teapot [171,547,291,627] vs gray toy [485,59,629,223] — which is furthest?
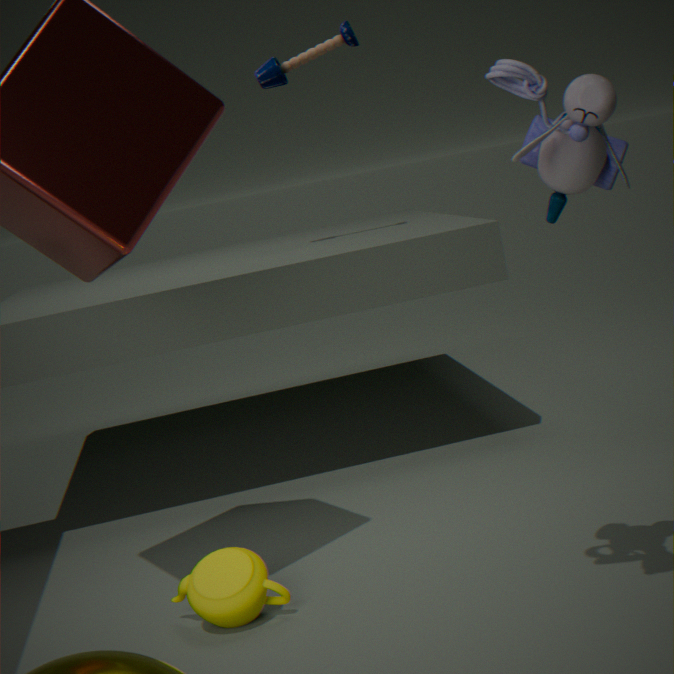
teapot [171,547,291,627]
